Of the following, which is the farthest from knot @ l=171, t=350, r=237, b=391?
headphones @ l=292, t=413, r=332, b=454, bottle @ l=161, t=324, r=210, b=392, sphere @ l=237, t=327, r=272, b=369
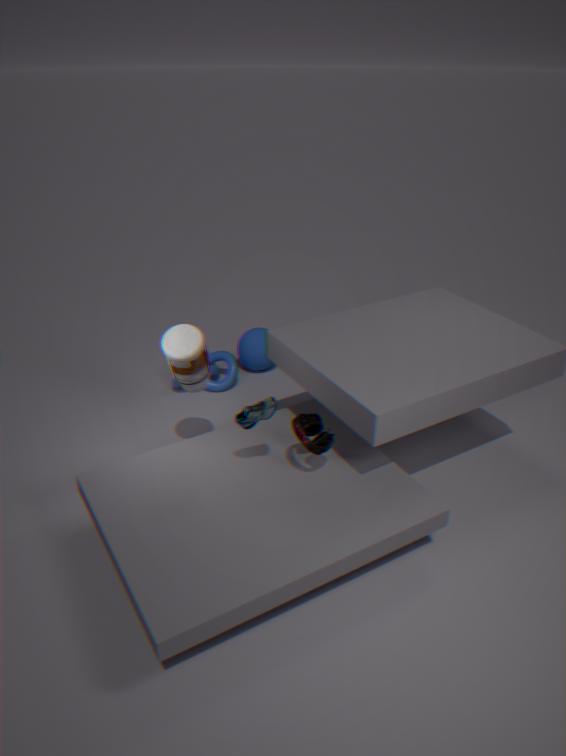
headphones @ l=292, t=413, r=332, b=454
